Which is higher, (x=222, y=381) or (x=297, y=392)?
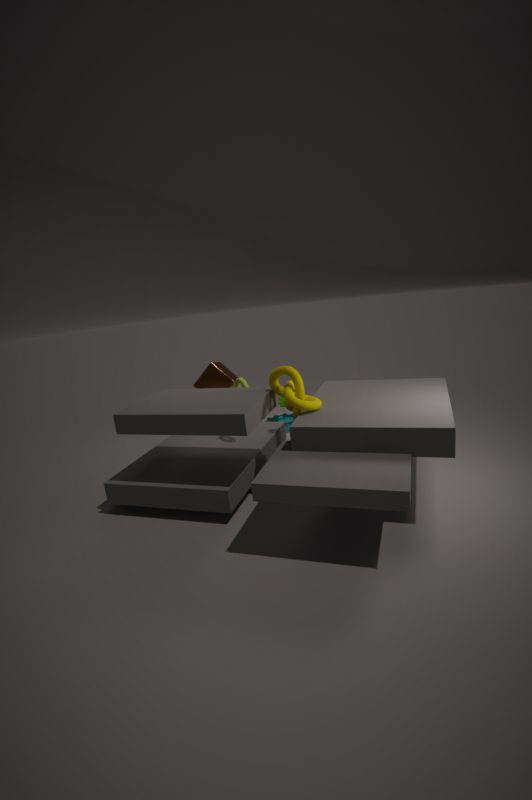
(x=297, y=392)
